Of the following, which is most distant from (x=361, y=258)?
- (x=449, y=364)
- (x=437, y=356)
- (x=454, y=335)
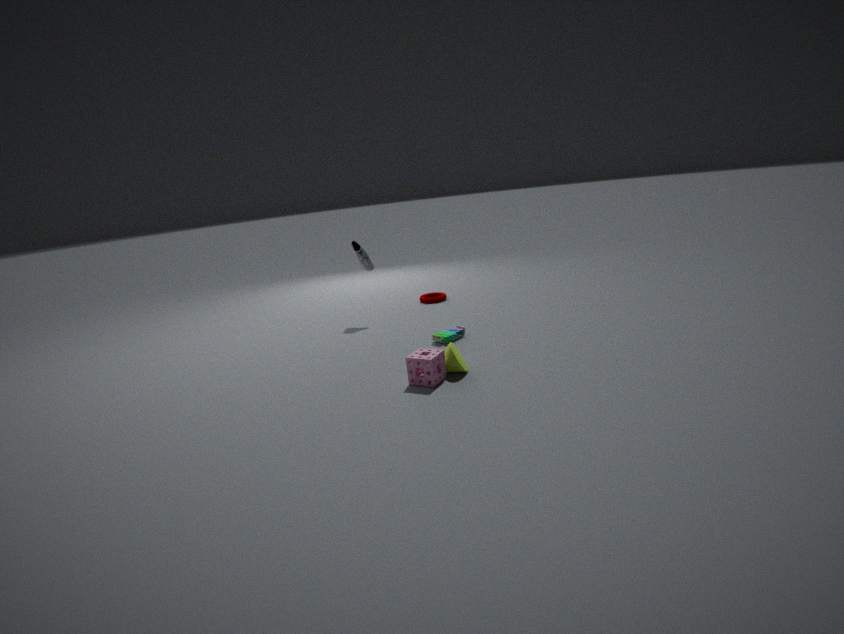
(x=437, y=356)
